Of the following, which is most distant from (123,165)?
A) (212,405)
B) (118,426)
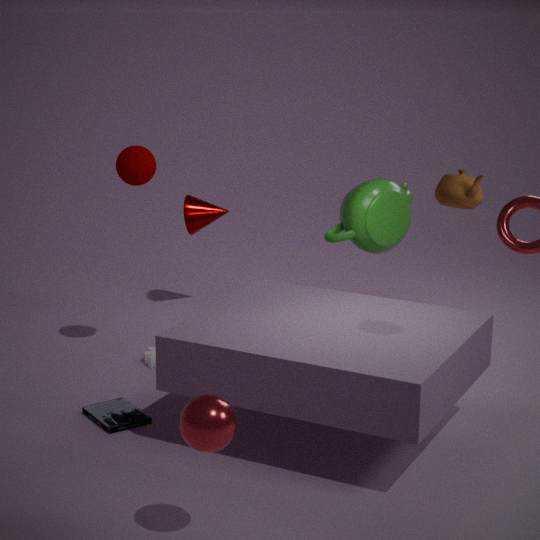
(212,405)
